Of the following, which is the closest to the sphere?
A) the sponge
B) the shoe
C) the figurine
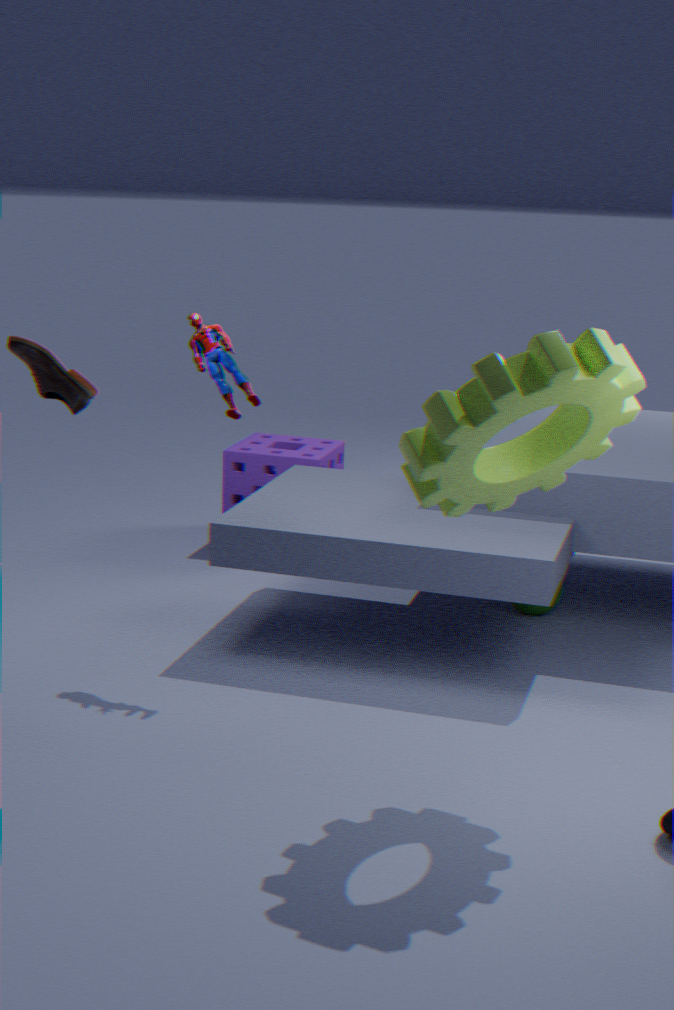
the sponge
